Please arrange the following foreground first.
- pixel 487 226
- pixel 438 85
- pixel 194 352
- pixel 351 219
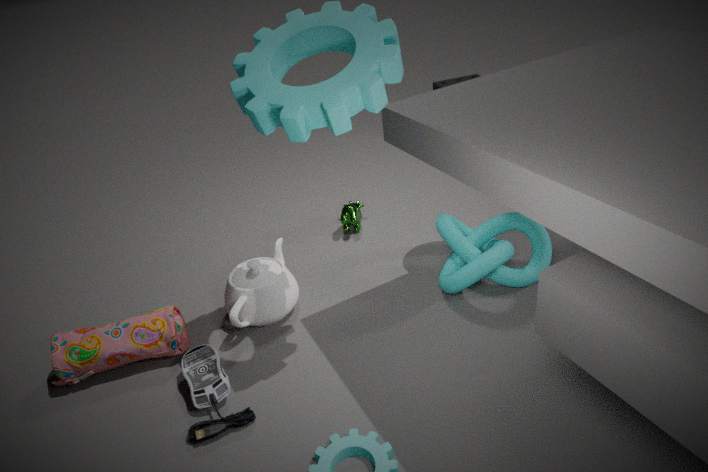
pixel 194 352, pixel 487 226, pixel 351 219, pixel 438 85
